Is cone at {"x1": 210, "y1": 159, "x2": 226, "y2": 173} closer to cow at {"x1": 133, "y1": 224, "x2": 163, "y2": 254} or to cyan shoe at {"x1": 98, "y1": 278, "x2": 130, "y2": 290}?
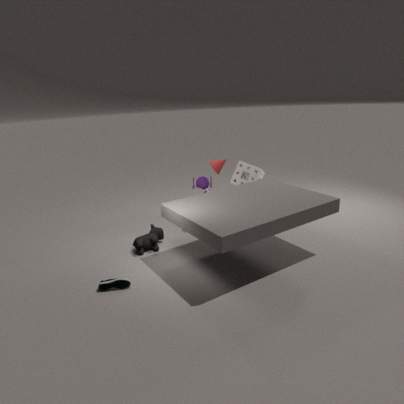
cow at {"x1": 133, "y1": 224, "x2": 163, "y2": 254}
